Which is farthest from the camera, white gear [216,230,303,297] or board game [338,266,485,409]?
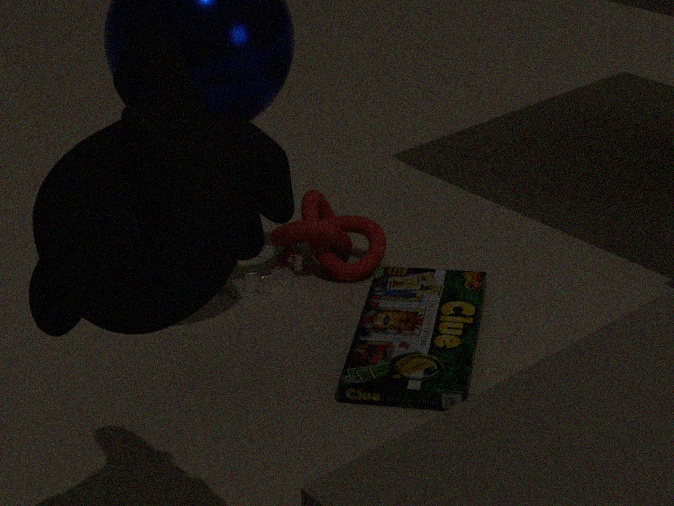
white gear [216,230,303,297]
